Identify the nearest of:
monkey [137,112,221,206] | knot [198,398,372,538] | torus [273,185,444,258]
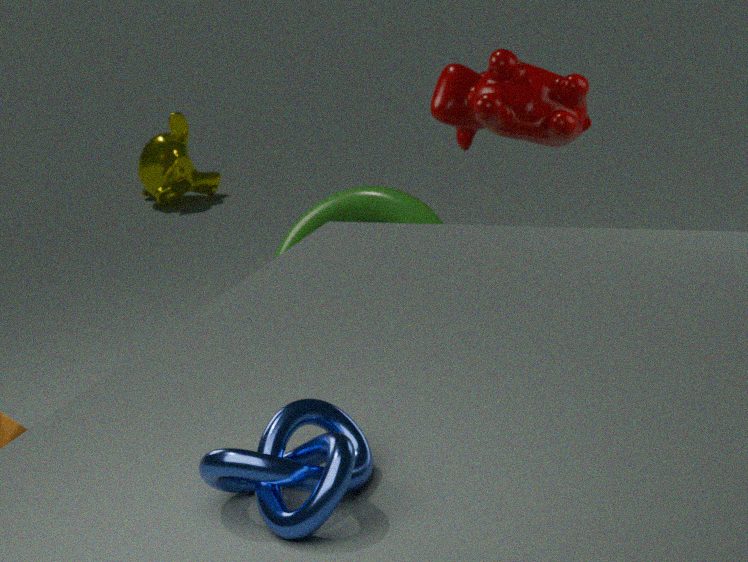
knot [198,398,372,538]
